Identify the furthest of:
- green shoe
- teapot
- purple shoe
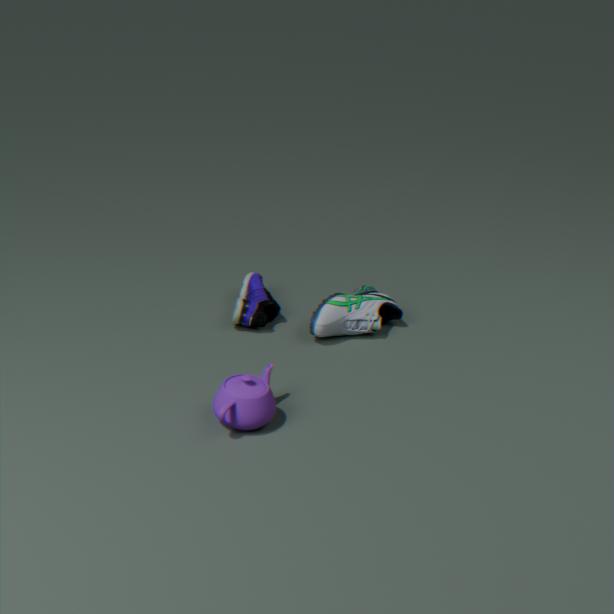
purple shoe
